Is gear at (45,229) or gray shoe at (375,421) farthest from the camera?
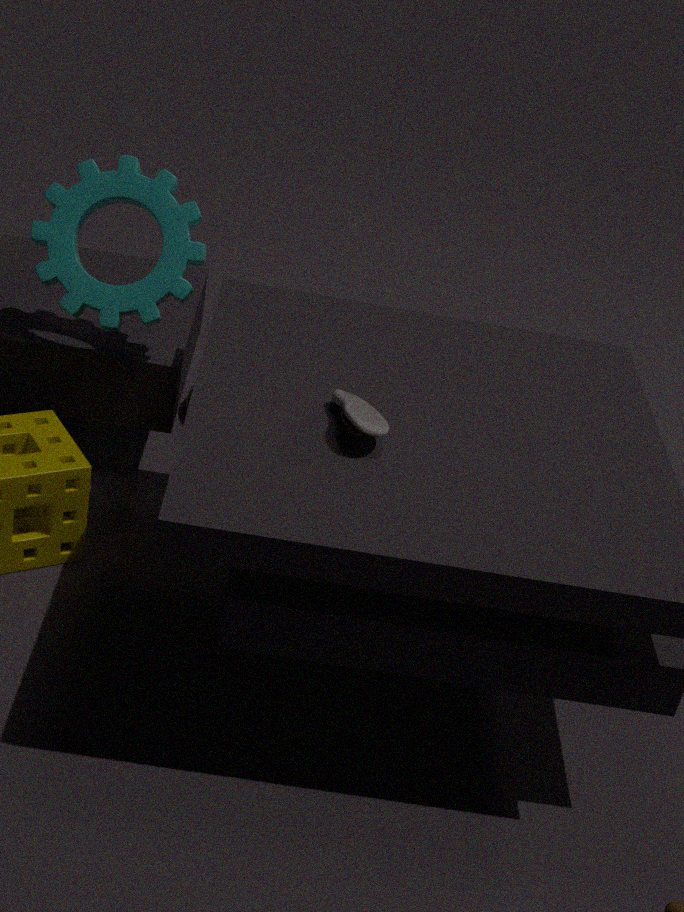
gear at (45,229)
